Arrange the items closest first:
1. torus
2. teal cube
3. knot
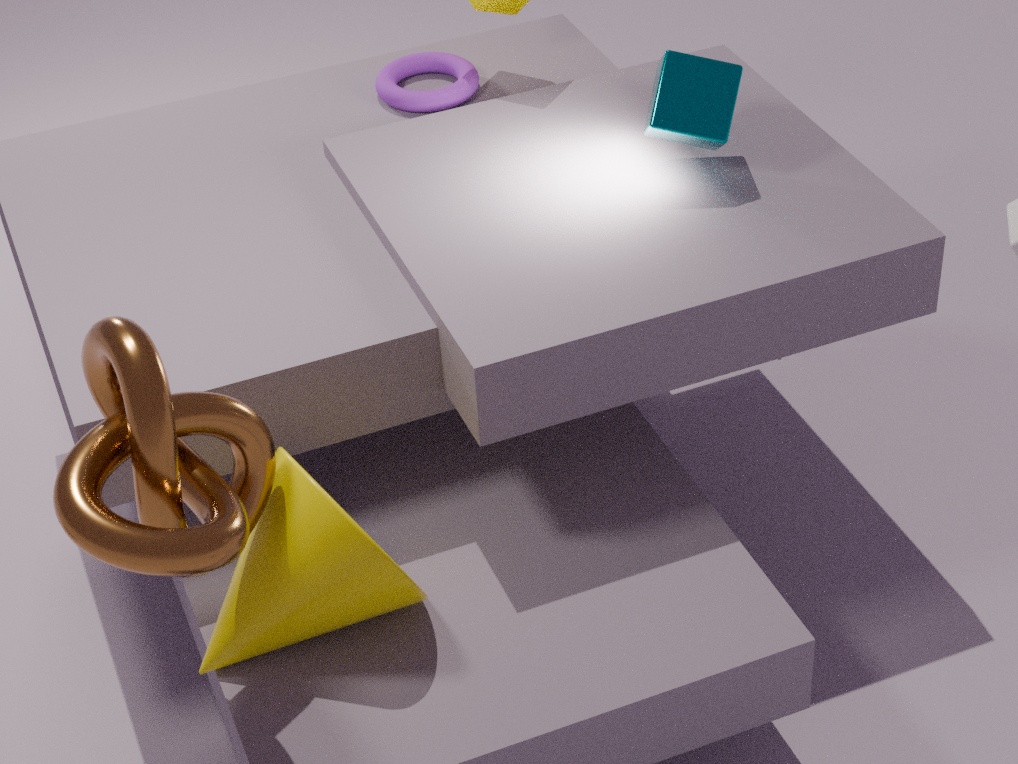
knot
teal cube
torus
